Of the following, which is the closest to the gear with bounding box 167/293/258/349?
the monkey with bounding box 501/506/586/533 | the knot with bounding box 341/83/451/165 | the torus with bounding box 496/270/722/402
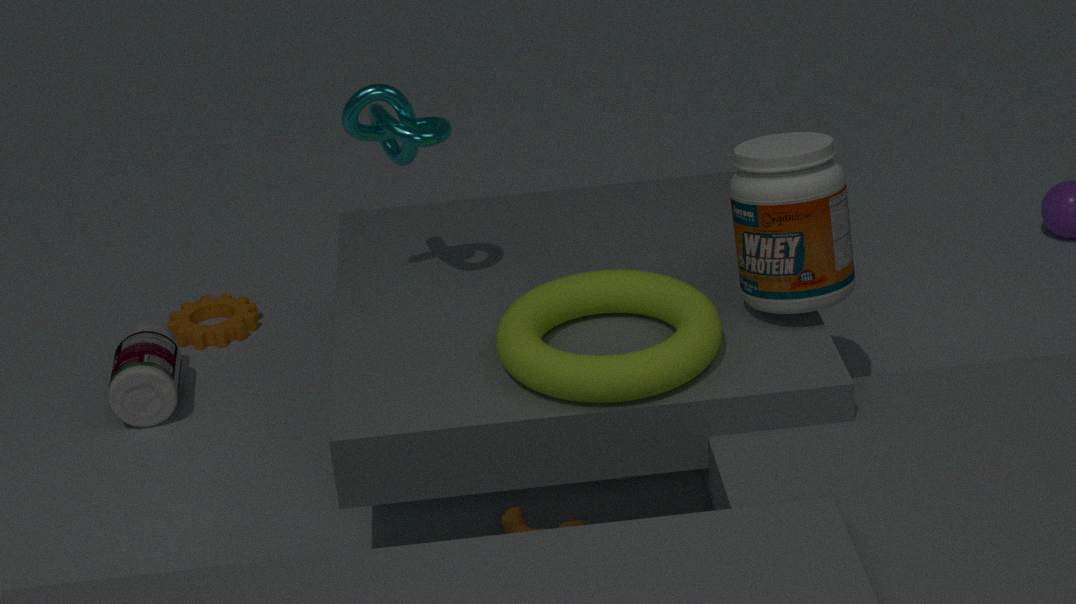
the knot with bounding box 341/83/451/165
